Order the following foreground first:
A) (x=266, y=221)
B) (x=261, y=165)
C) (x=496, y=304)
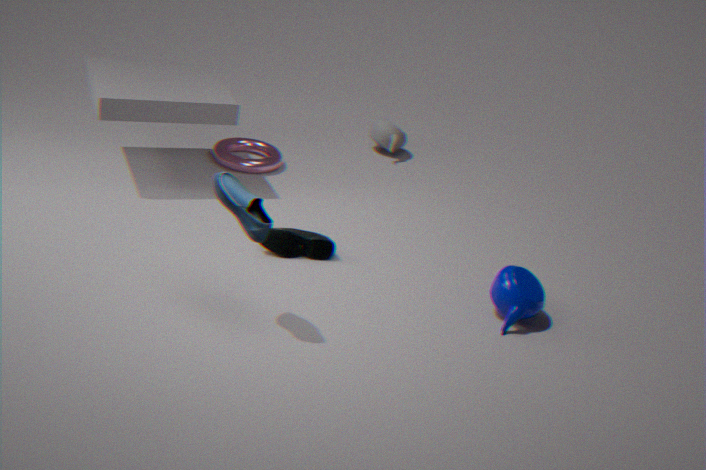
1. (x=266, y=221)
2. (x=496, y=304)
3. (x=261, y=165)
